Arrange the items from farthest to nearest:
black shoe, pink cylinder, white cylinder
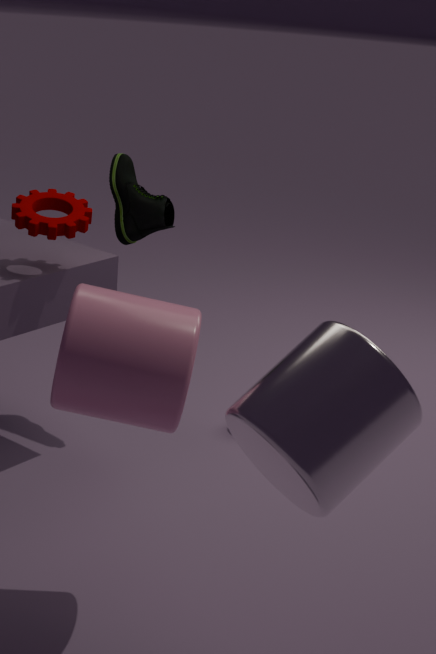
black shoe → pink cylinder → white cylinder
